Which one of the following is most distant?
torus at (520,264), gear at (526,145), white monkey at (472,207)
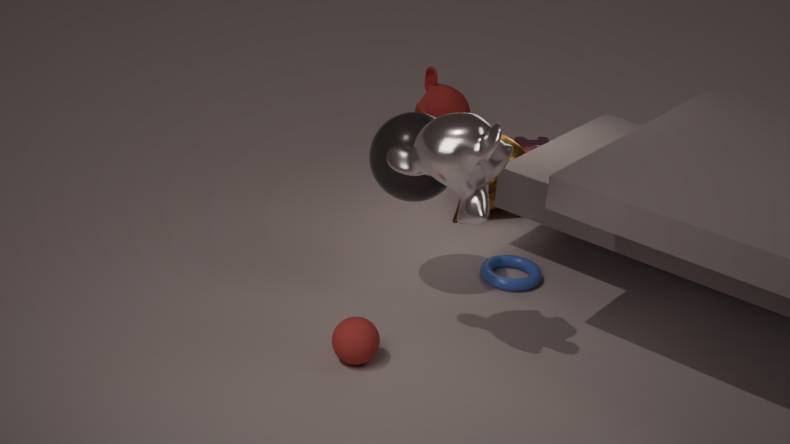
gear at (526,145)
